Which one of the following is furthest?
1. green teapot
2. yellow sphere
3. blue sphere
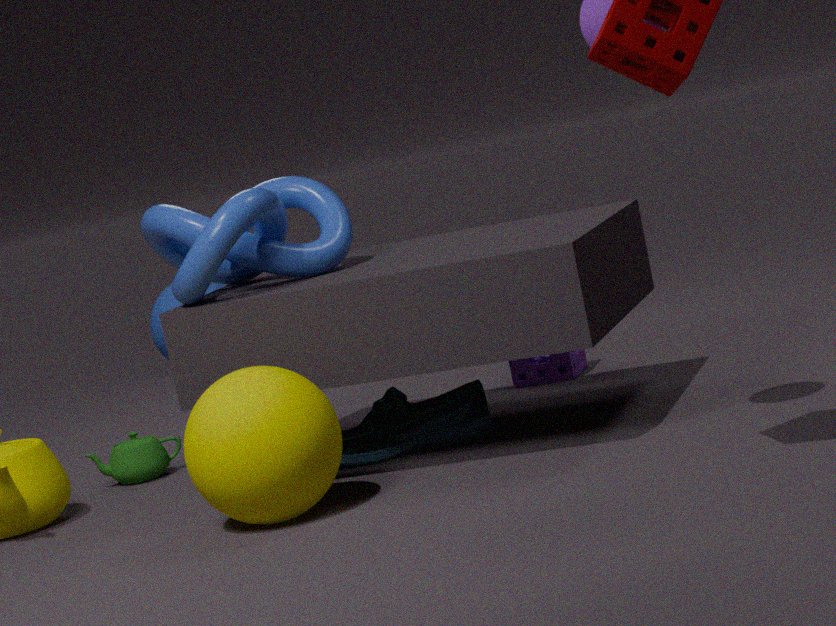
blue sphere
